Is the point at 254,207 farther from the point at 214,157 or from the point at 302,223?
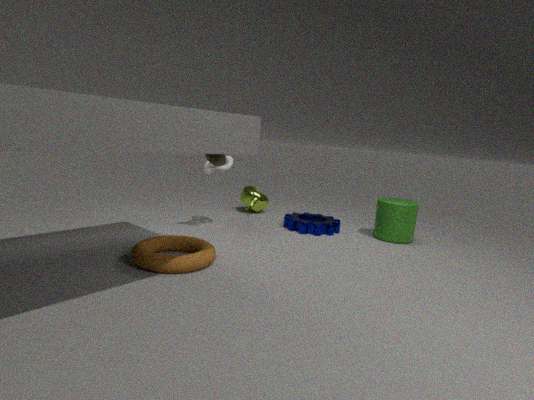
the point at 214,157
